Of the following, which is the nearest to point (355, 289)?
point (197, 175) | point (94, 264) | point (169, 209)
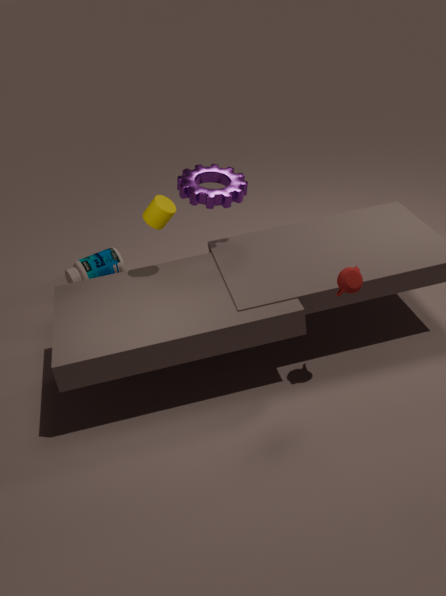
point (169, 209)
